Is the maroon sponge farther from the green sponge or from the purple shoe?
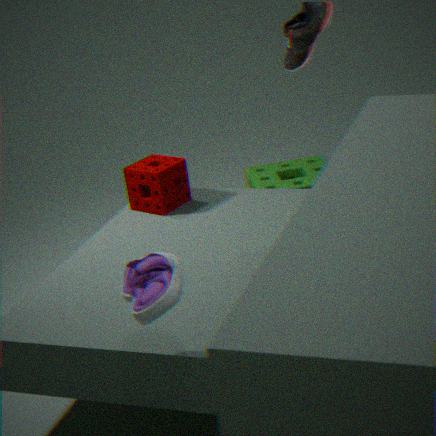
the purple shoe
